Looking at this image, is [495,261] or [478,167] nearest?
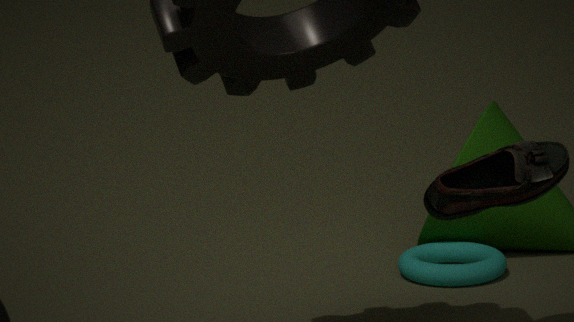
[478,167]
